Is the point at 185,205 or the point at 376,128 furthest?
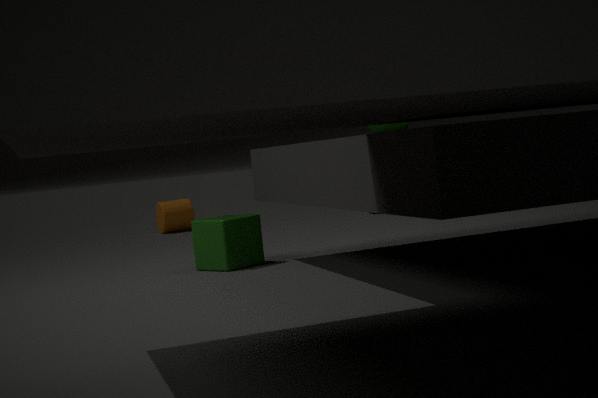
the point at 185,205
